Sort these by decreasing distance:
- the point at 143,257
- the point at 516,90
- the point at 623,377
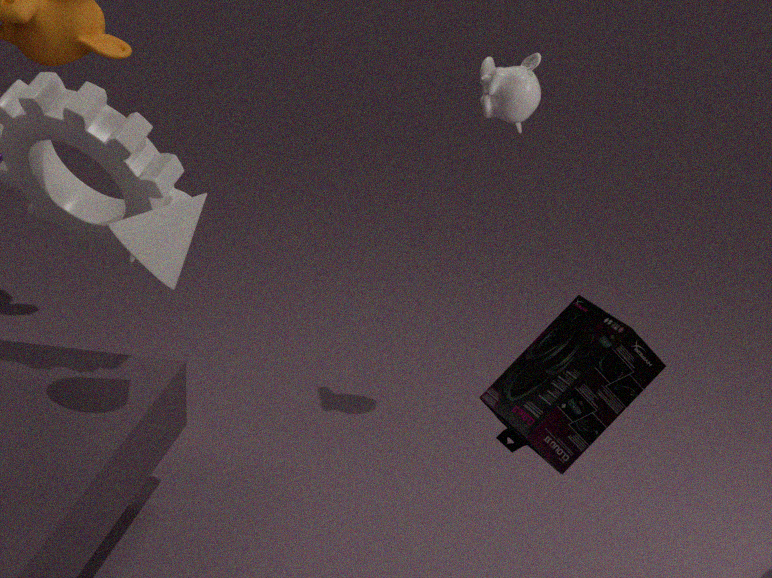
1. the point at 516,90
2. the point at 143,257
3. the point at 623,377
